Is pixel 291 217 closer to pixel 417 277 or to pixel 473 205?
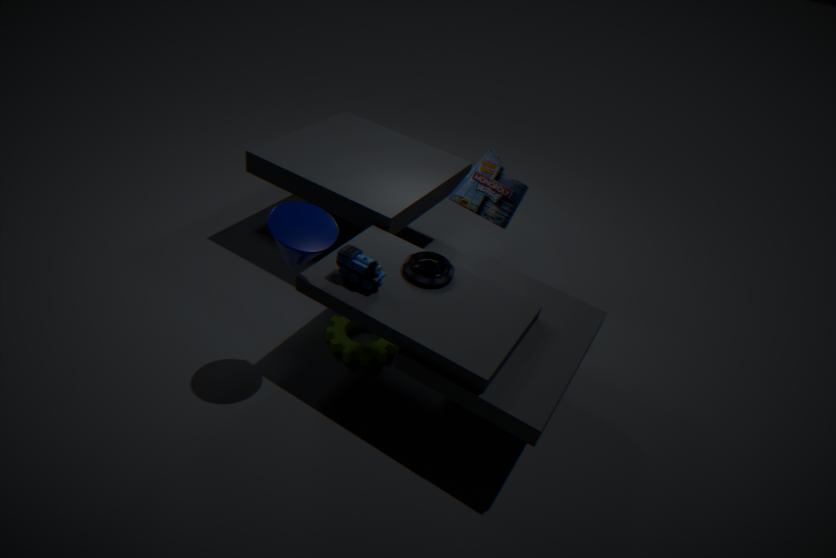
→ pixel 417 277
